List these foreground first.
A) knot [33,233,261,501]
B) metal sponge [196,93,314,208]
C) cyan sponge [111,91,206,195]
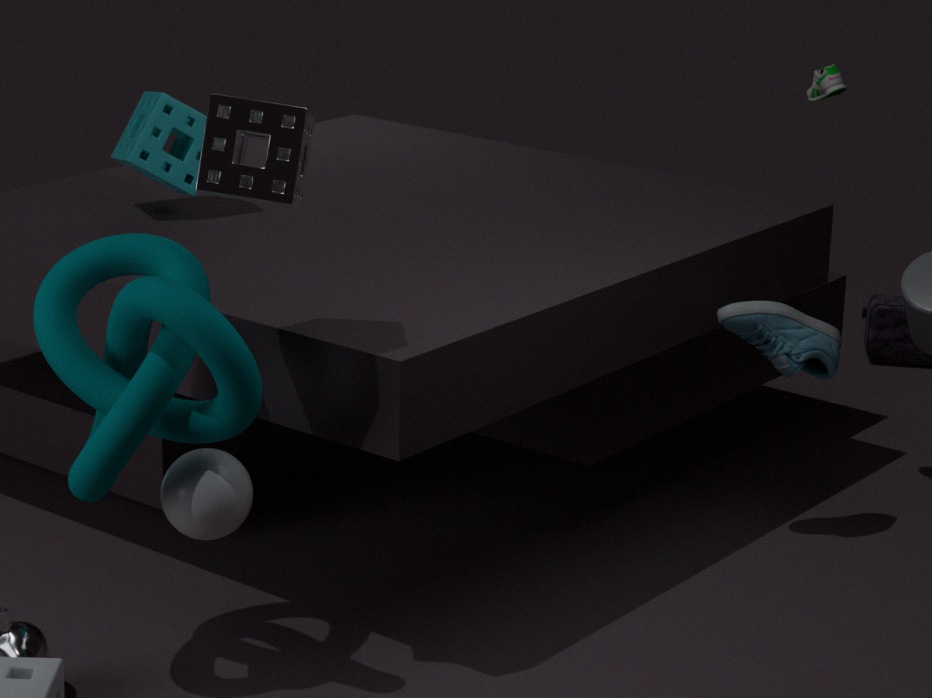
1. metal sponge [196,93,314,208]
2. knot [33,233,261,501]
3. cyan sponge [111,91,206,195]
